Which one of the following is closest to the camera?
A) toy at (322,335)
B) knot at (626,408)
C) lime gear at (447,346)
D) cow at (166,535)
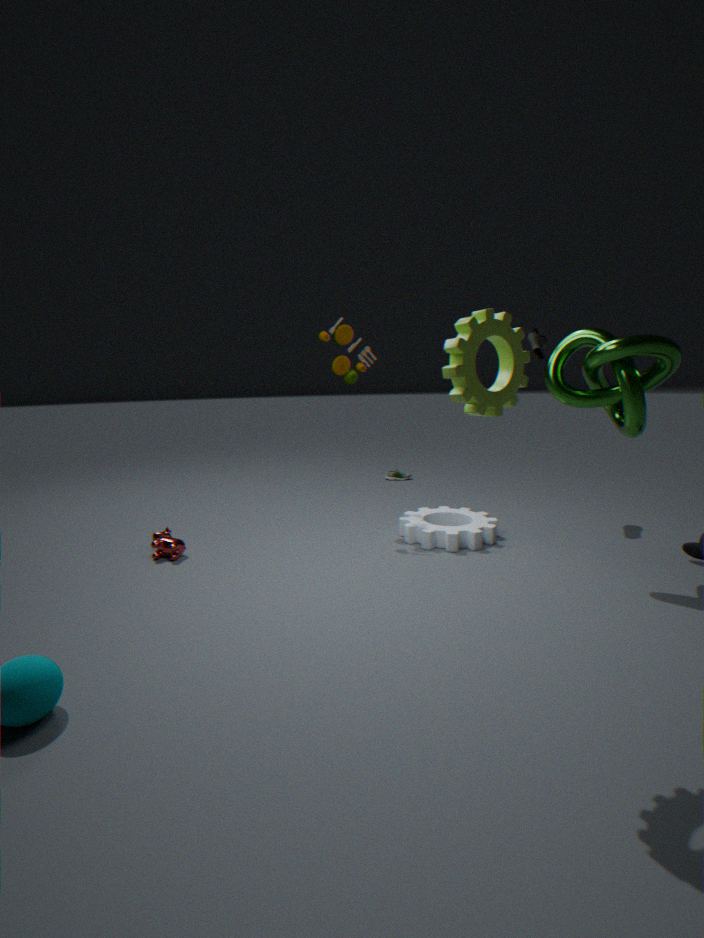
lime gear at (447,346)
